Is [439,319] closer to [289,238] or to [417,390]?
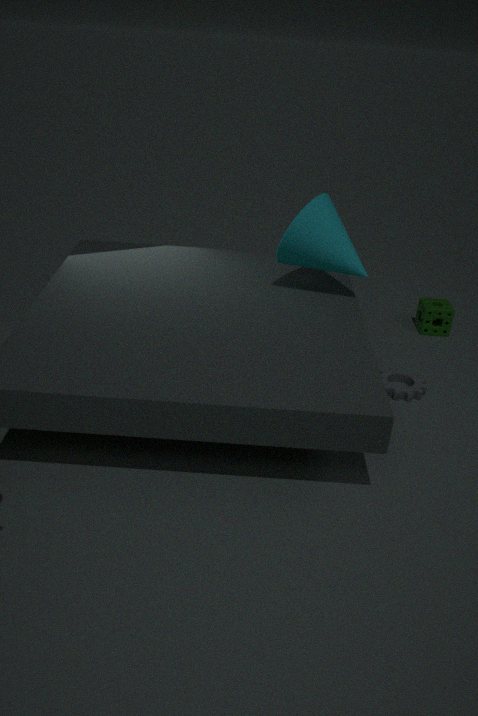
[417,390]
